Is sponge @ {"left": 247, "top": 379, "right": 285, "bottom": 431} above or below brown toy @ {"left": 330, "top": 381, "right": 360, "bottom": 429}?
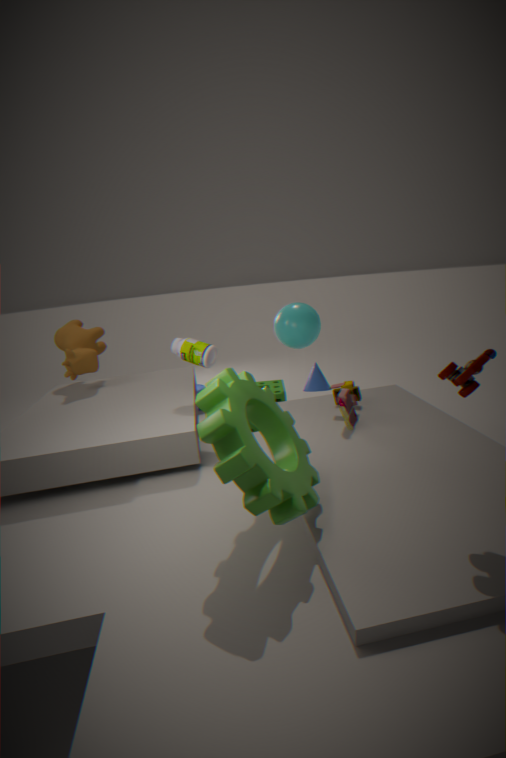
below
